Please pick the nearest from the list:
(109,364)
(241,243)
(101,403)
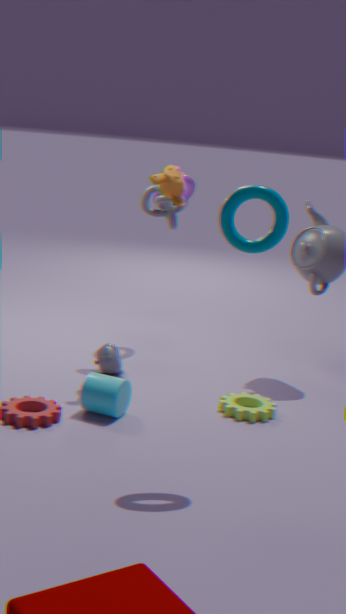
(241,243)
